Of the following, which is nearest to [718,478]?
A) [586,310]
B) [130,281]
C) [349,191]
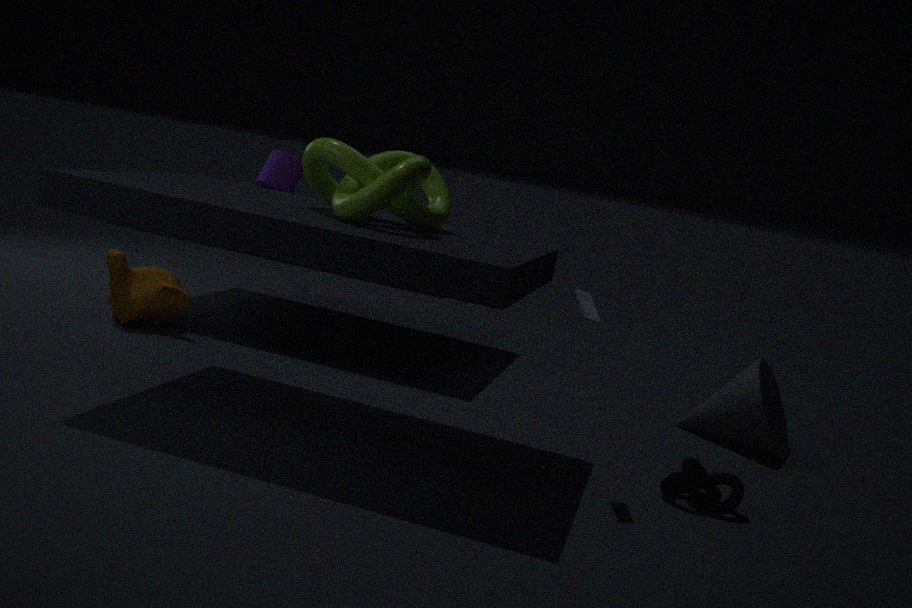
[586,310]
